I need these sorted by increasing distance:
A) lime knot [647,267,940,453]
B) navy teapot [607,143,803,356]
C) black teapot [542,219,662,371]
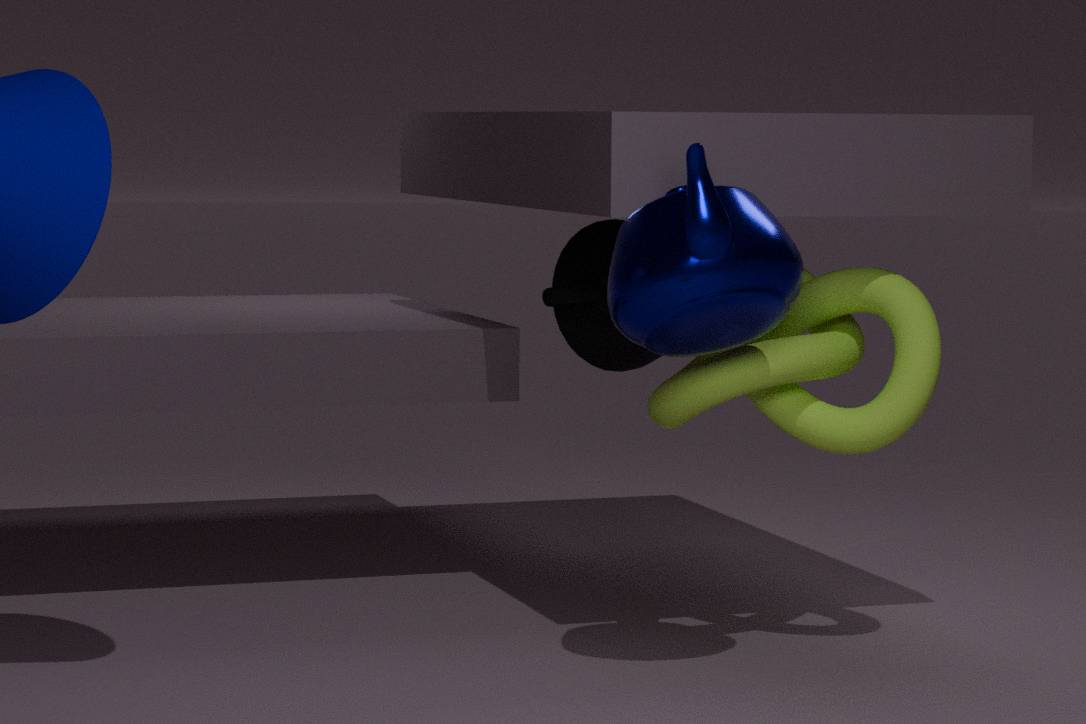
B. navy teapot [607,143,803,356] < A. lime knot [647,267,940,453] < C. black teapot [542,219,662,371]
